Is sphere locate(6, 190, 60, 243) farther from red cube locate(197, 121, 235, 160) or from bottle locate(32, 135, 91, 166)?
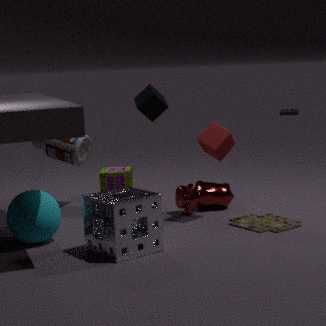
red cube locate(197, 121, 235, 160)
